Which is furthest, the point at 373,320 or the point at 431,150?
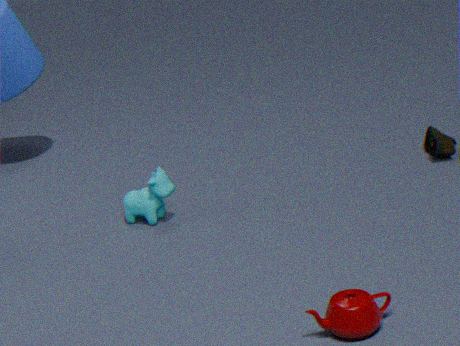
the point at 431,150
